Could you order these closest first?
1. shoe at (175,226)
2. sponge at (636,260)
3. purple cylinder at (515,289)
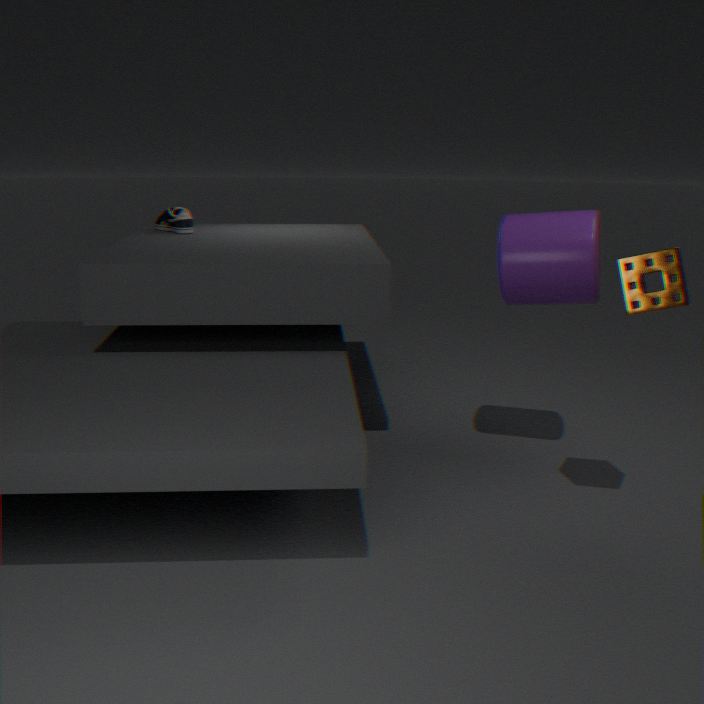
sponge at (636,260), purple cylinder at (515,289), shoe at (175,226)
